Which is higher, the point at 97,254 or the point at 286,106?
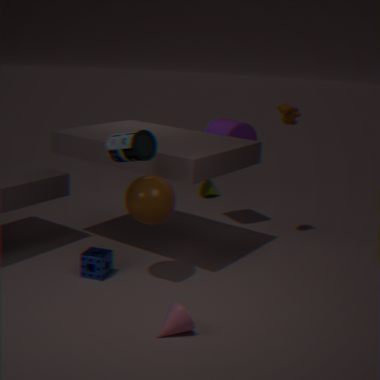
the point at 286,106
